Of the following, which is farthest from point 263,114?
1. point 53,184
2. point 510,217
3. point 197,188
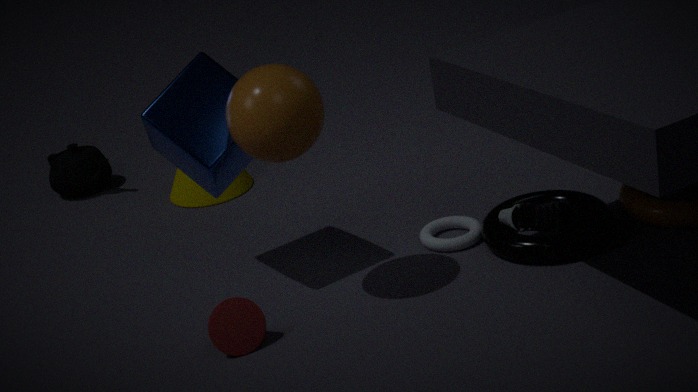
point 53,184
